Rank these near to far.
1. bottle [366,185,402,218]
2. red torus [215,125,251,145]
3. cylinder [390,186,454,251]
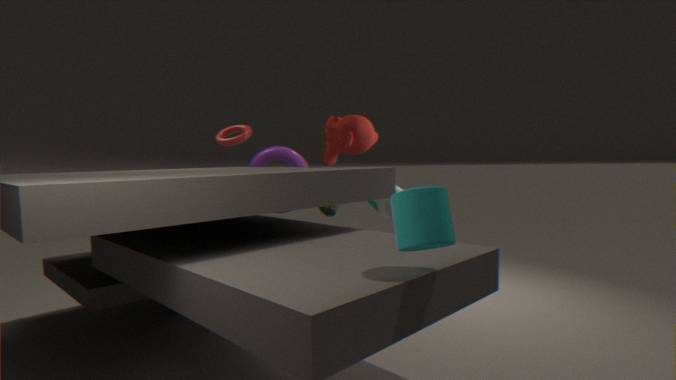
cylinder [390,186,454,251] < bottle [366,185,402,218] < red torus [215,125,251,145]
